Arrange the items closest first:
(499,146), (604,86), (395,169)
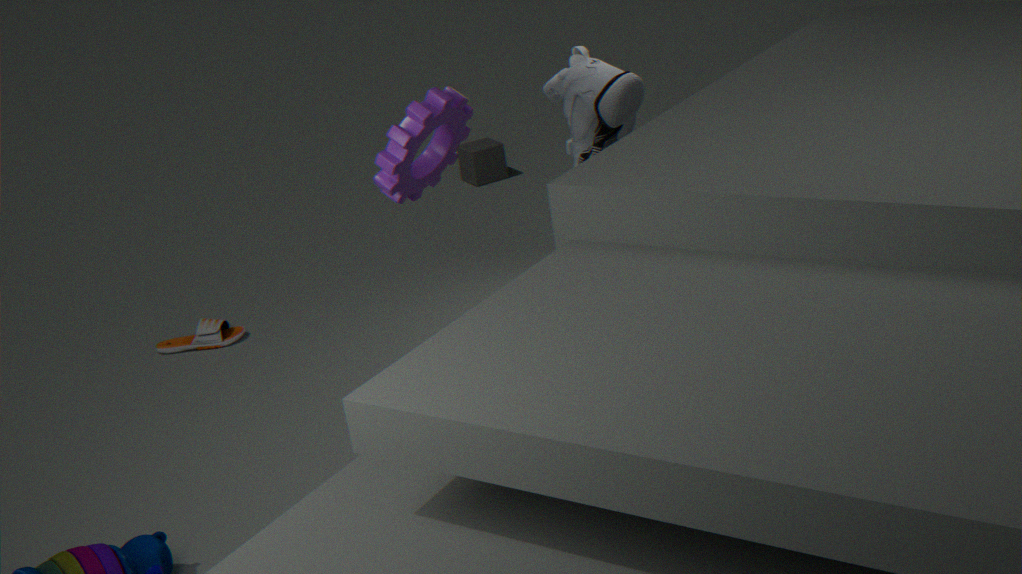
(395,169) < (604,86) < (499,146)
